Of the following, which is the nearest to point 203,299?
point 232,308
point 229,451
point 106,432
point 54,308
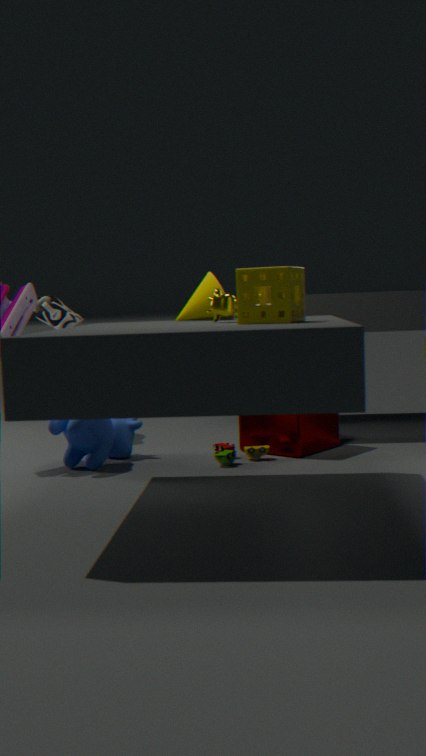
point 232,308
